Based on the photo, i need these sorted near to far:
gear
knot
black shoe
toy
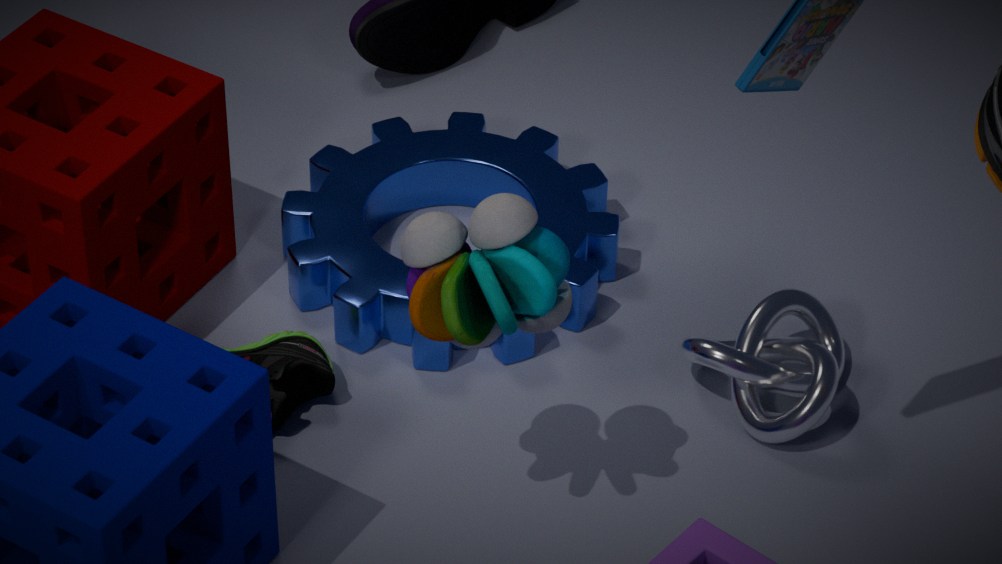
toy → knot → black shoe → gear
